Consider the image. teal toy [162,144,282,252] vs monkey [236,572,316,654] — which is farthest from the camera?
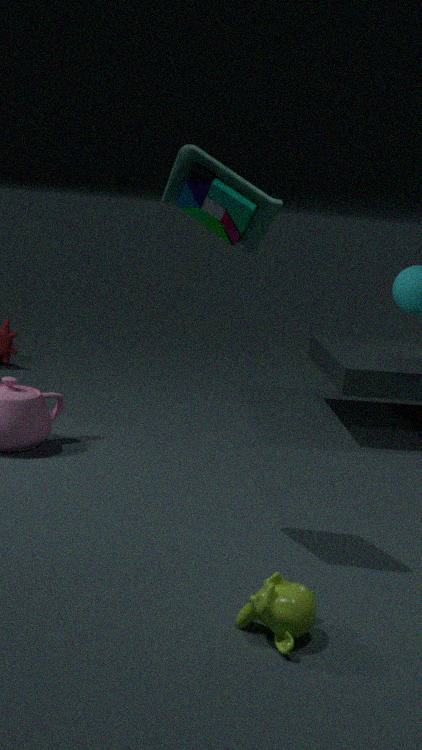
teal toy [162,144,282,252]
